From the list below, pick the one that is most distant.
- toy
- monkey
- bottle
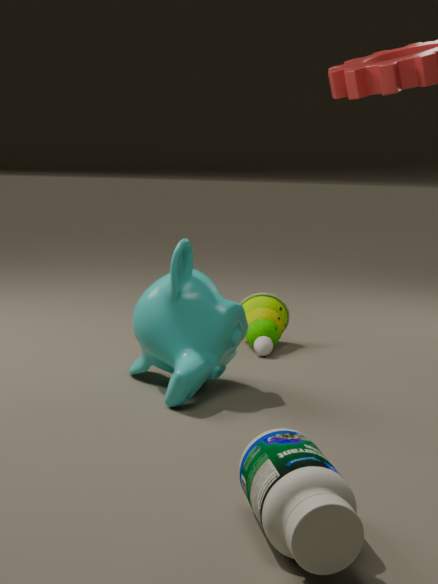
toy
